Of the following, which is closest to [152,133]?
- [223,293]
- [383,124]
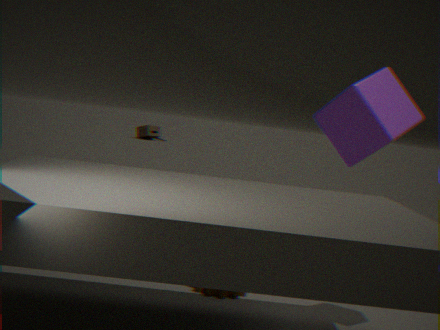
[383,124]
